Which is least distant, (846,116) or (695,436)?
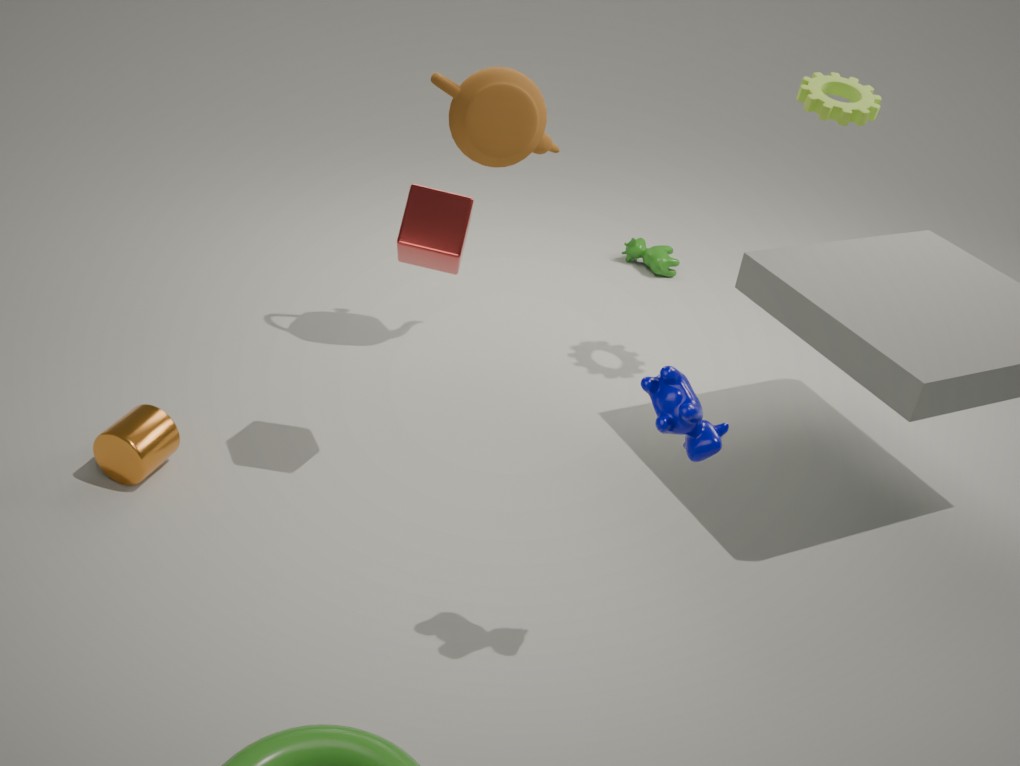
(695,436)
